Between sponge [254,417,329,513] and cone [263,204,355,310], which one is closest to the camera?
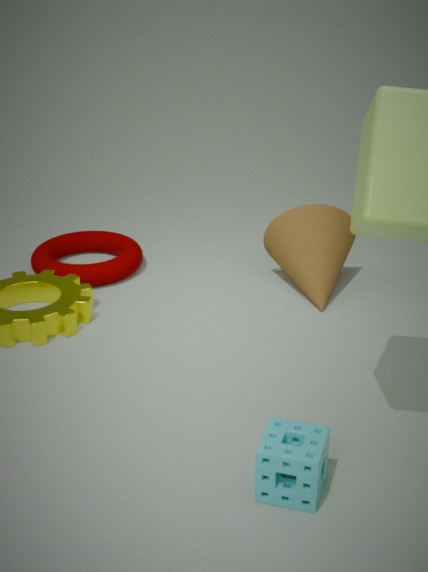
sponge [254,417,329,513]
